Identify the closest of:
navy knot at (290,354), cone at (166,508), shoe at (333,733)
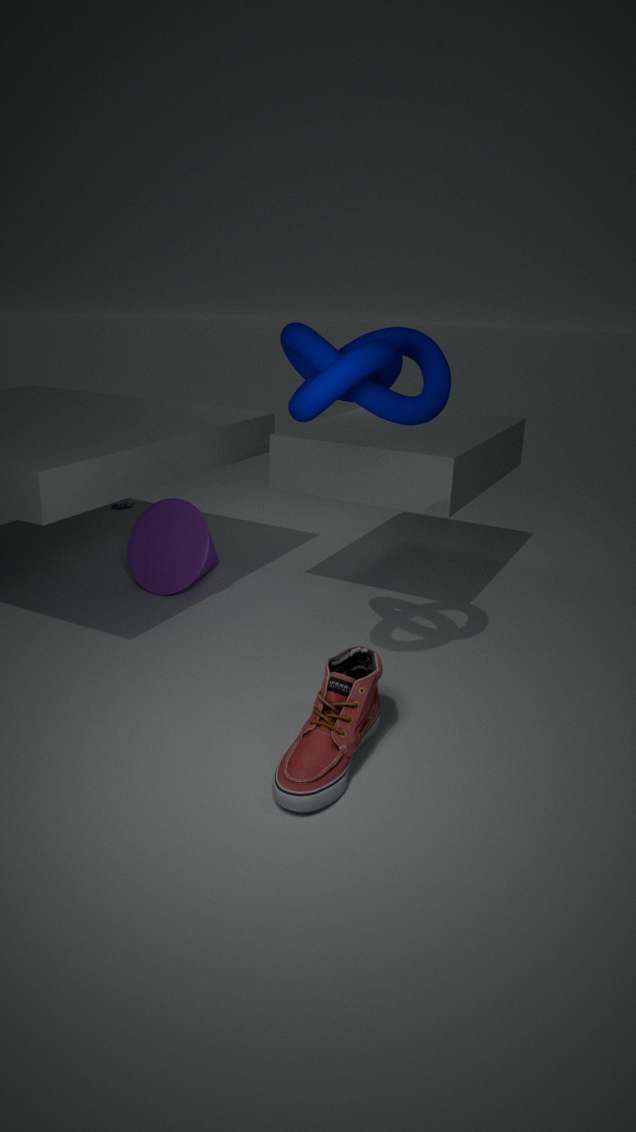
shoe at (333,733)
